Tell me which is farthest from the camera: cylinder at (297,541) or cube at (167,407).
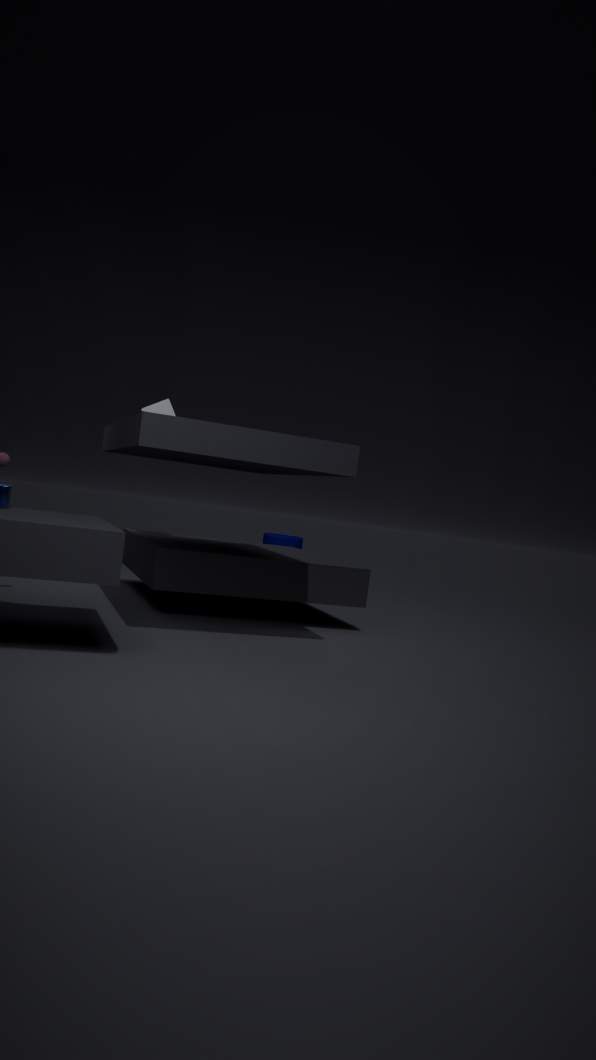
cylinder at (297,541)
